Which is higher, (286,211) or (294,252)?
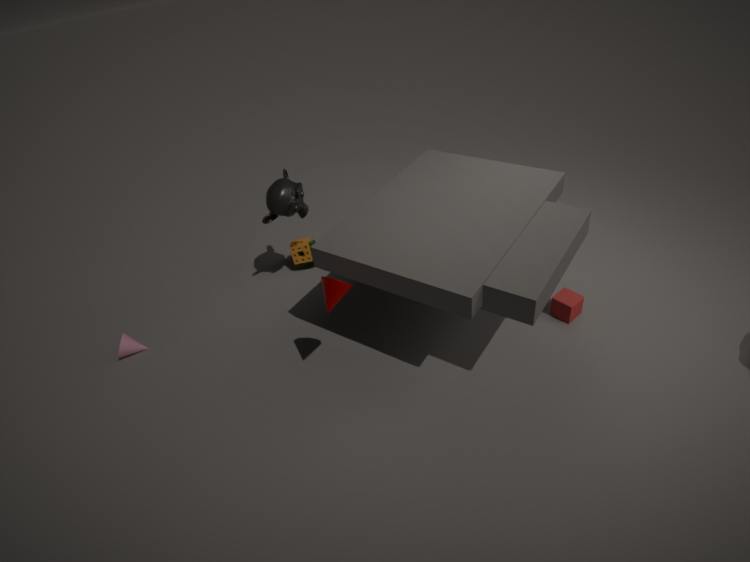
(286,211)
